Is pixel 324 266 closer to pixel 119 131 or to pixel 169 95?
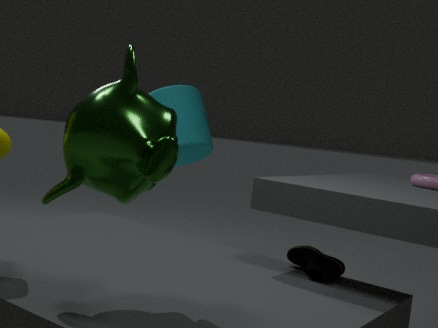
pixel 119 131
